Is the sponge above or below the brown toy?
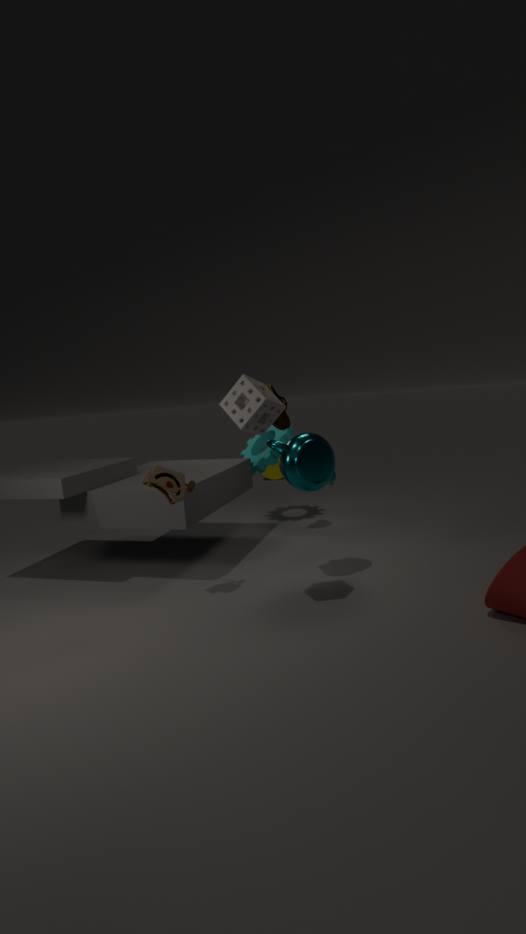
above
